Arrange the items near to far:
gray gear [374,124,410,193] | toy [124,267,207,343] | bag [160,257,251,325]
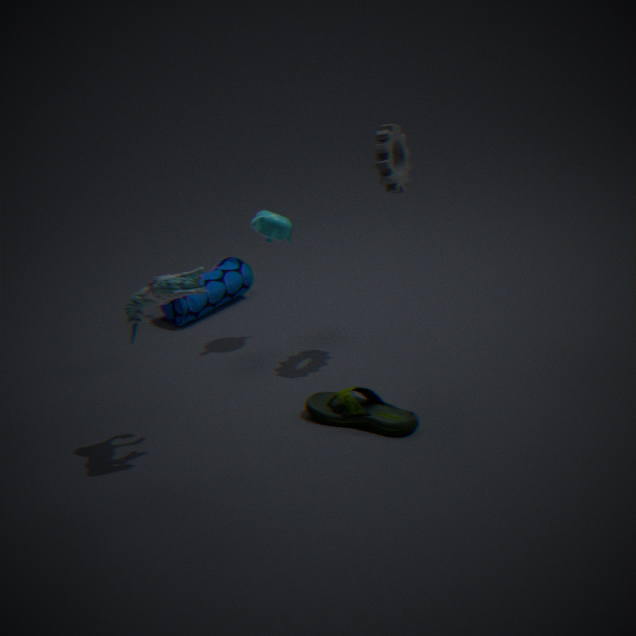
1. toy [124,267,207,343]
2. gray gear [374,124,410,193]
3. bag [160,257,251,325]
